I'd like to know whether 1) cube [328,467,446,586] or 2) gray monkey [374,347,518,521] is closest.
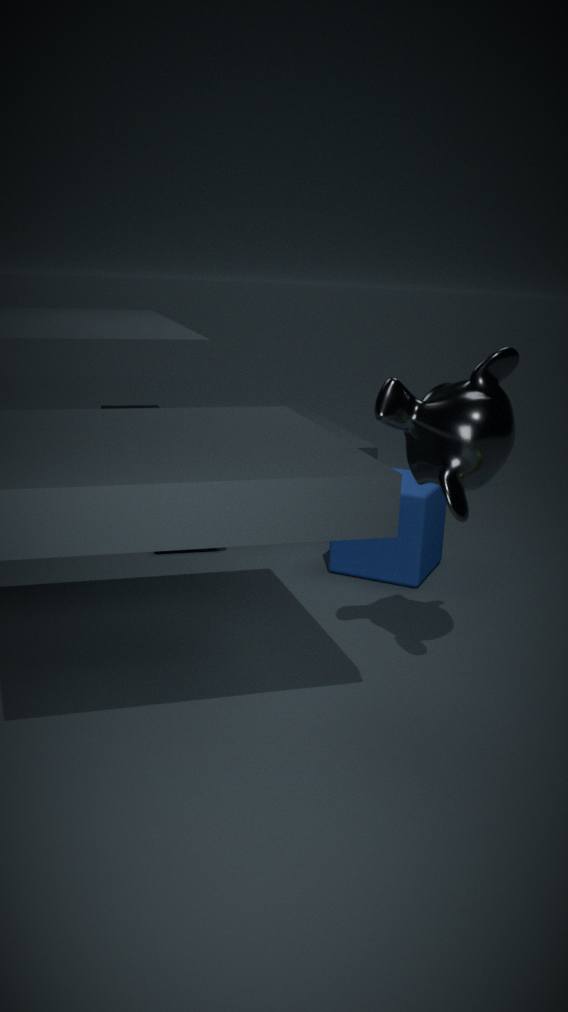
2. gray monkey [374,347,518,521]
